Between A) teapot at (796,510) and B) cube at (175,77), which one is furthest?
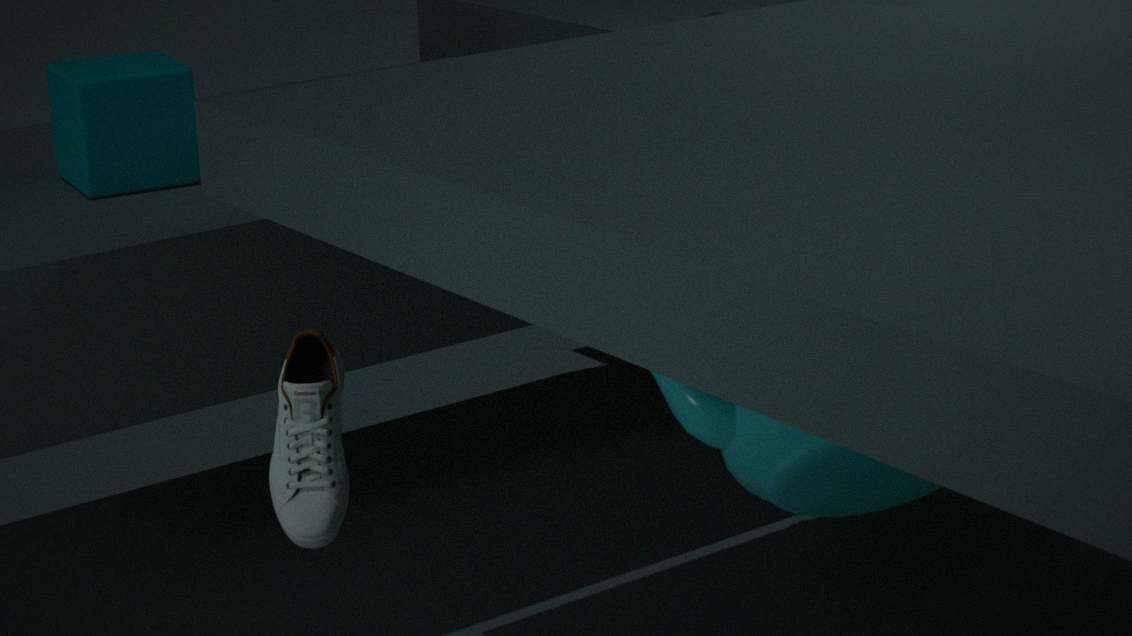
B. cube at (175,77)
